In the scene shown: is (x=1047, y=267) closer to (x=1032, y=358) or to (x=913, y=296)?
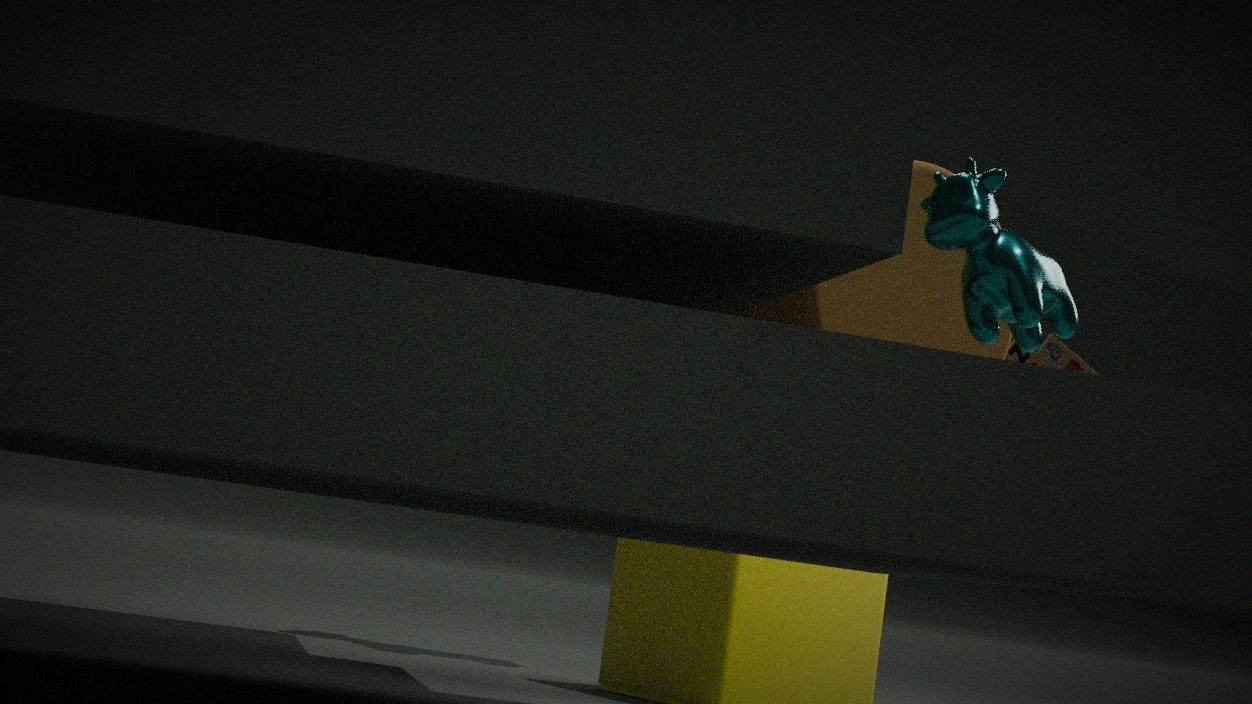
(x=913, y=296)
